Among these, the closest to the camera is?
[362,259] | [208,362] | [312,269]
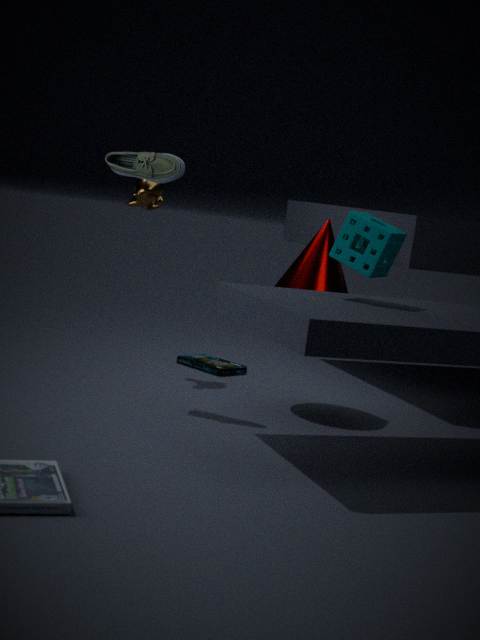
[362,259]
